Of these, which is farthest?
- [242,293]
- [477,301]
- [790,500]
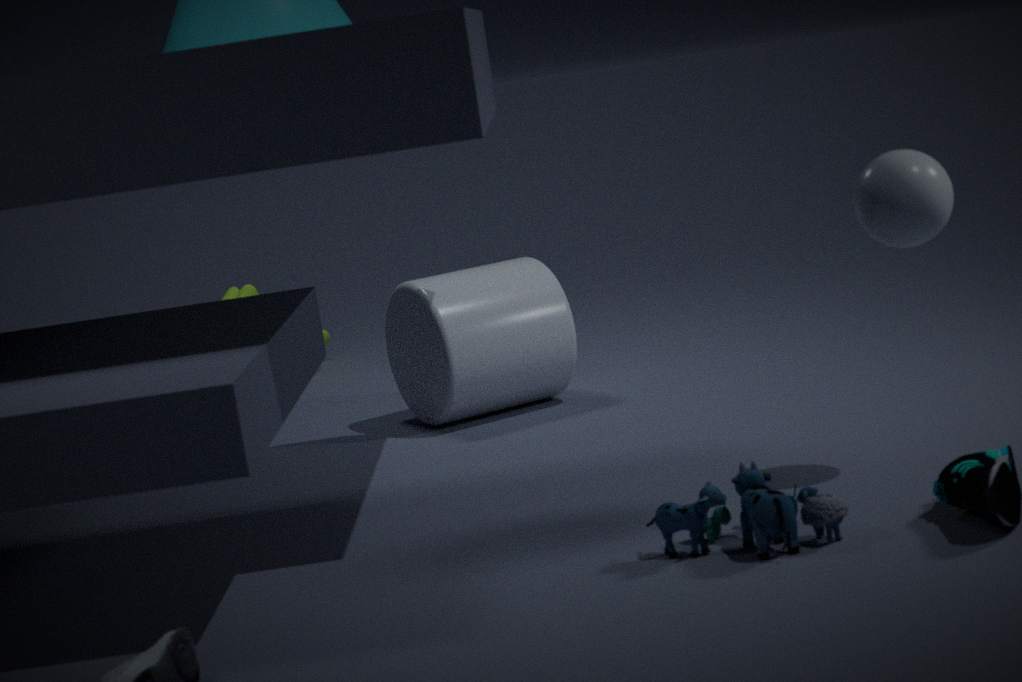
[242,293]
